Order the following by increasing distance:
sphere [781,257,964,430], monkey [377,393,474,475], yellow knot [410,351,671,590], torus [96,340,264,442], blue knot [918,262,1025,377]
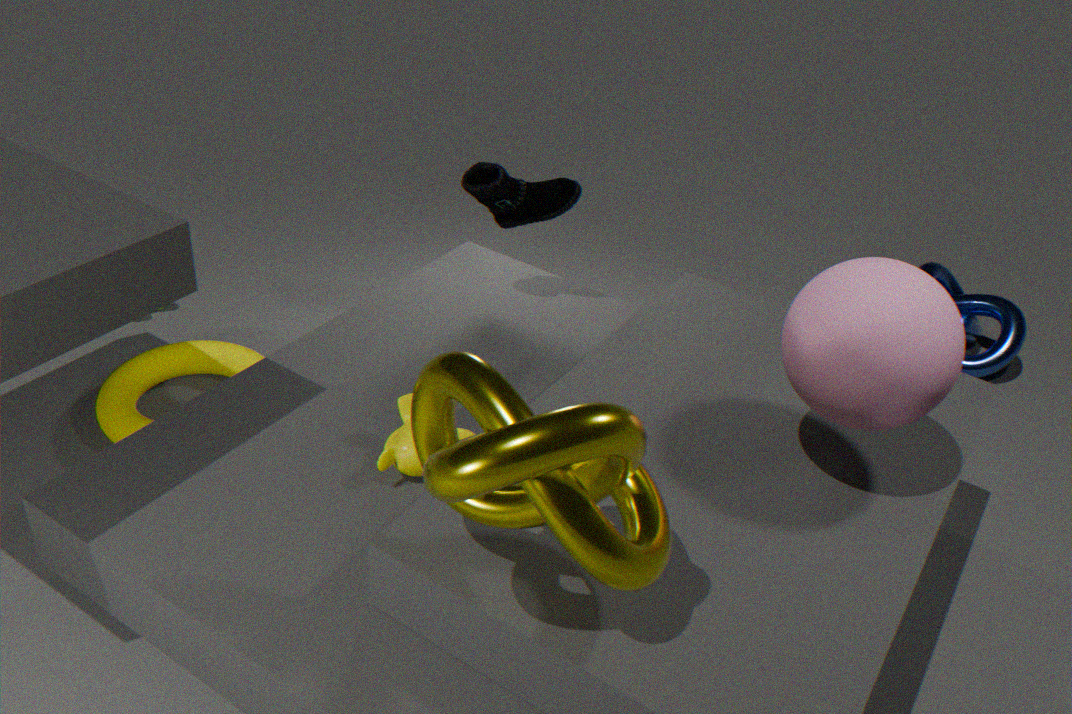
yellow knot [410,351,671,590]
sphere [781,257,964,430]
monkey [377,393,474,475]
torus [96,340,264,442]
blue knot [918,262,1025,377]
